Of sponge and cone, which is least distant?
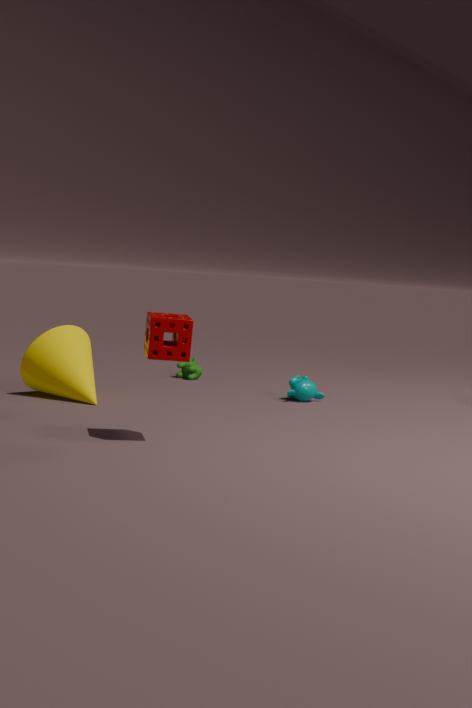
sponge
